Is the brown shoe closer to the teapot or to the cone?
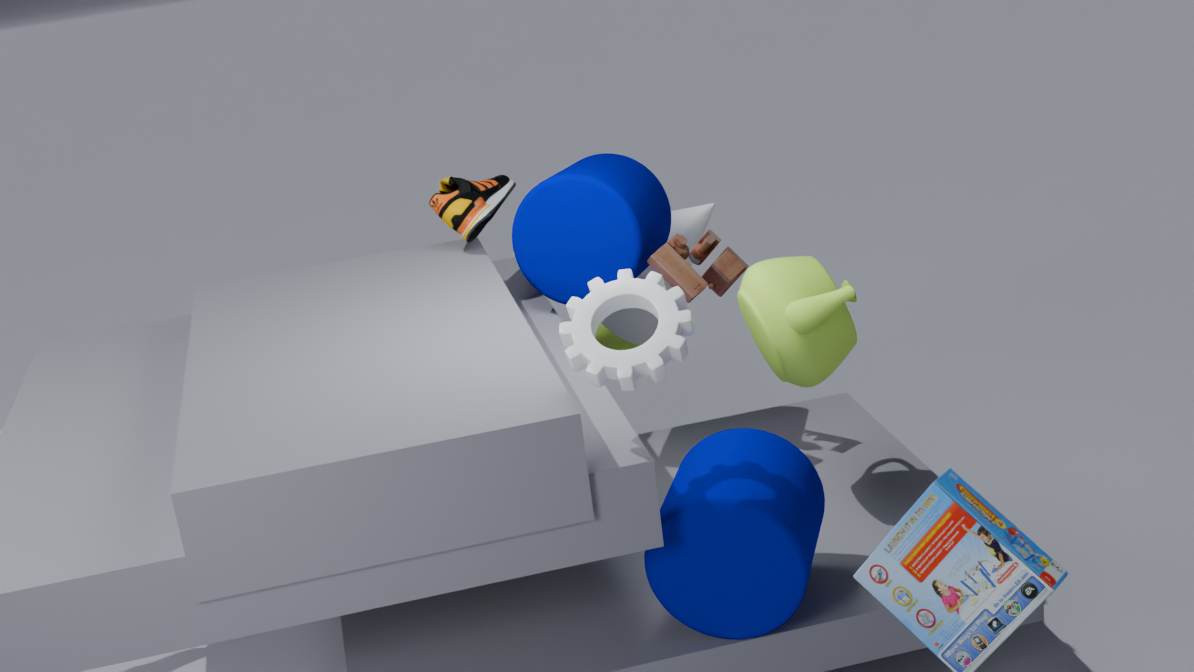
the cone
